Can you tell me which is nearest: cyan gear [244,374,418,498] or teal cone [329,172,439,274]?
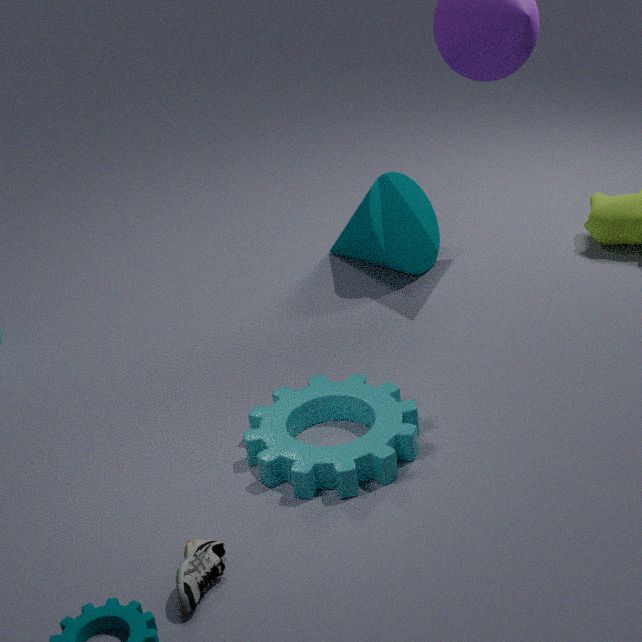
cyan gear [244,374,418,498]
